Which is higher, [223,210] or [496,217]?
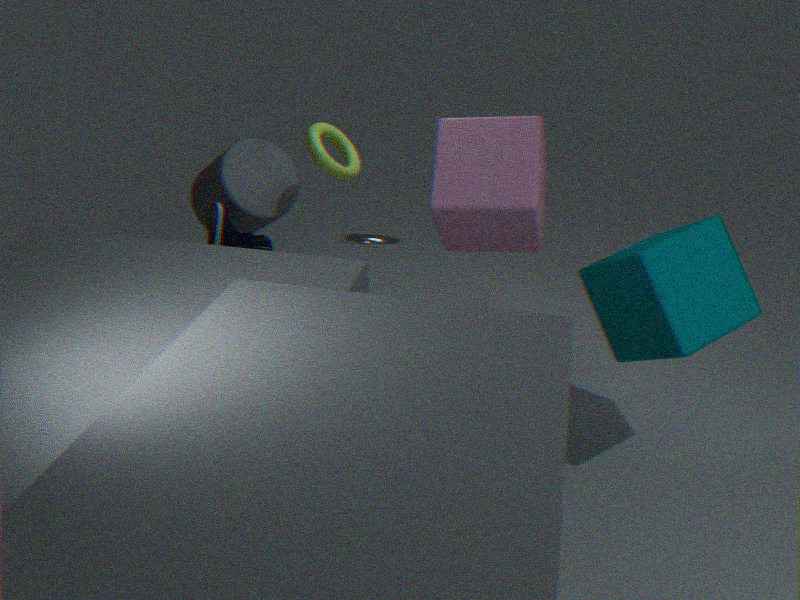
[496,217]
